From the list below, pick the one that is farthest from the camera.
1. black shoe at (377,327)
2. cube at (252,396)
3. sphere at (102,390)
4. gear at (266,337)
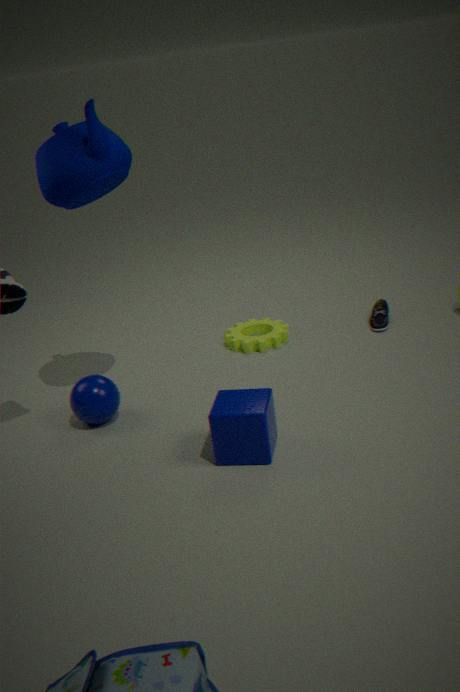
black shoe at (377,327)
